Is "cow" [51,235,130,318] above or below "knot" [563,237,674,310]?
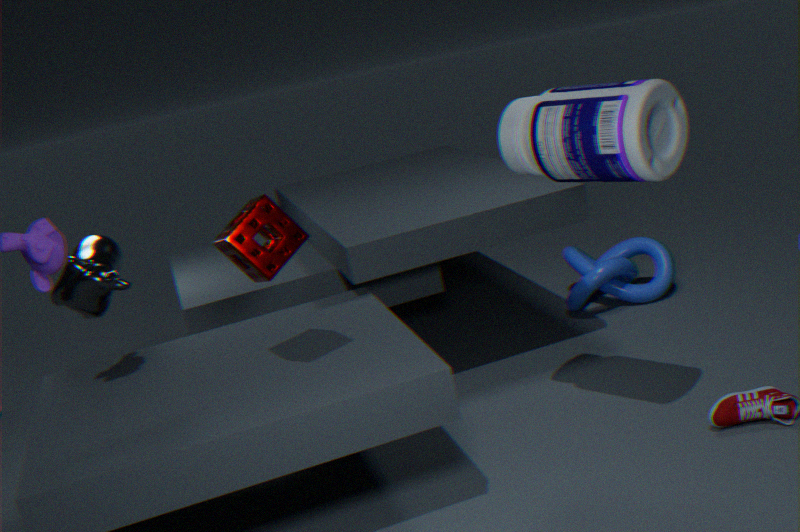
above
